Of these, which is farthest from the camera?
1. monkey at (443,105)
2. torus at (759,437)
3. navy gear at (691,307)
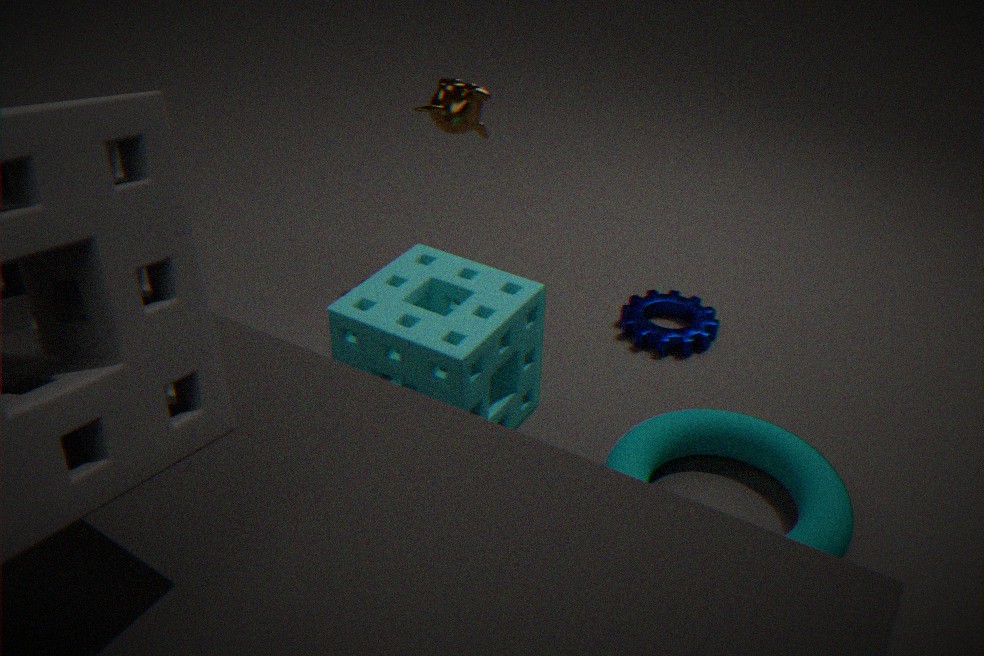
monkey at (443,105)
